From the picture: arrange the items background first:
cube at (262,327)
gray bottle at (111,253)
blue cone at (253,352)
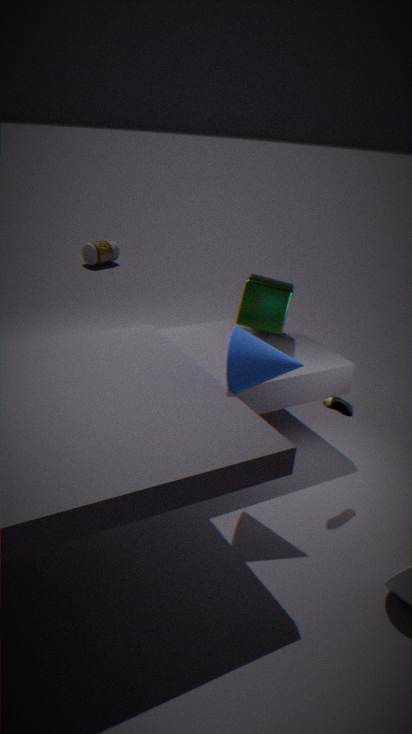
gray bottle at (111,253) < cube at (262,327) < blue cone at (253,352)
